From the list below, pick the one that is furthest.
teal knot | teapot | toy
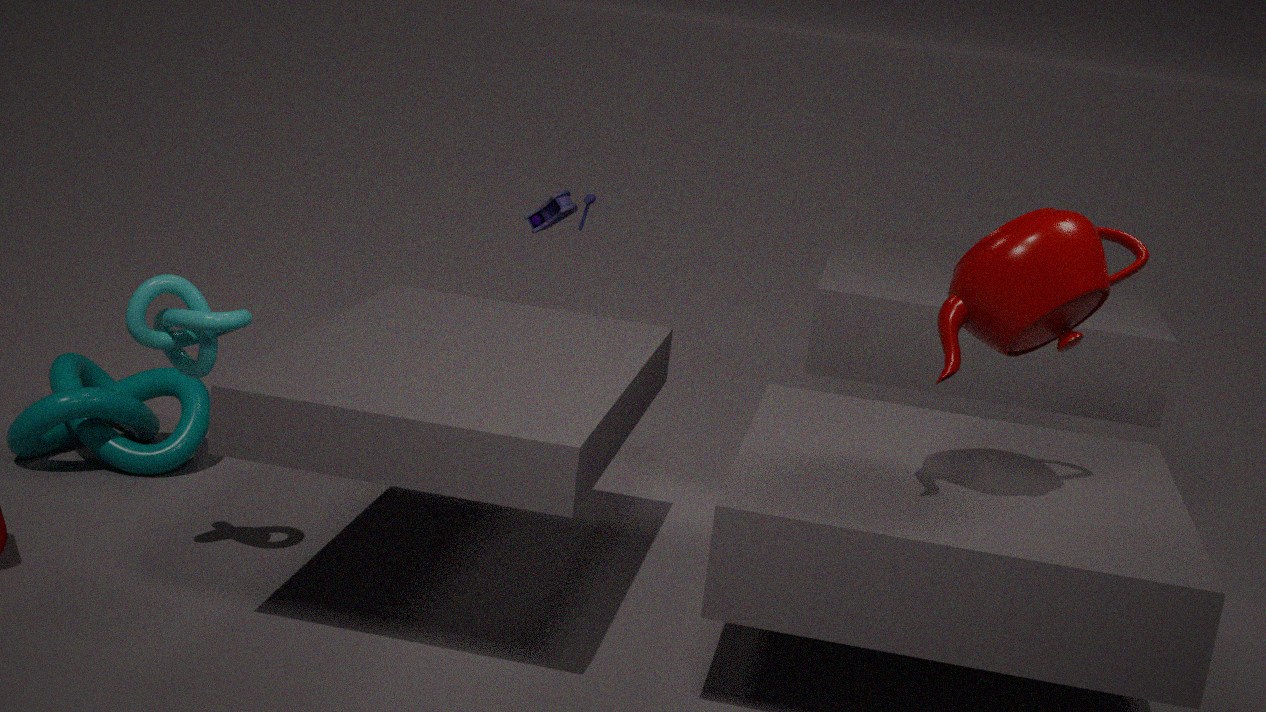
toy
